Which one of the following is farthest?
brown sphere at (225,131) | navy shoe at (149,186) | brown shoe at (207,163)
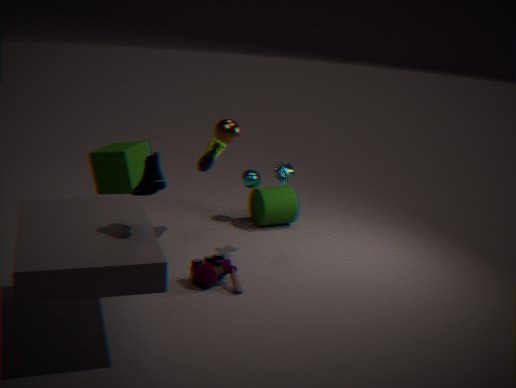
brown shoe at (207,163)
